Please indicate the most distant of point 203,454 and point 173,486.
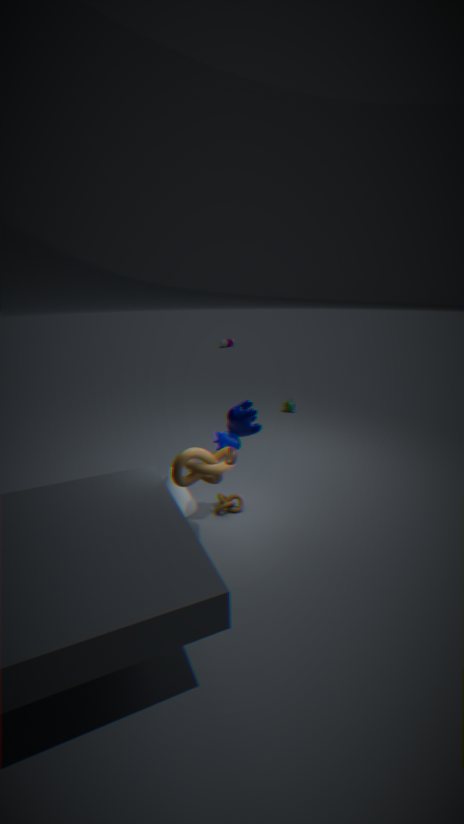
point 173,486
